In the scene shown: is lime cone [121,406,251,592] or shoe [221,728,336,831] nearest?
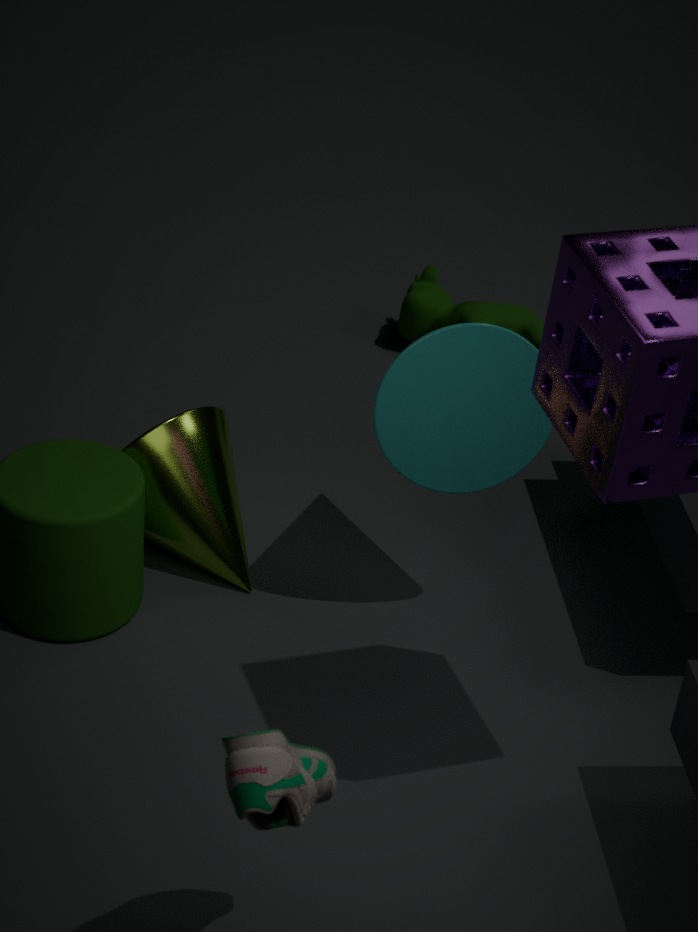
shoe [221,728,336,831]
